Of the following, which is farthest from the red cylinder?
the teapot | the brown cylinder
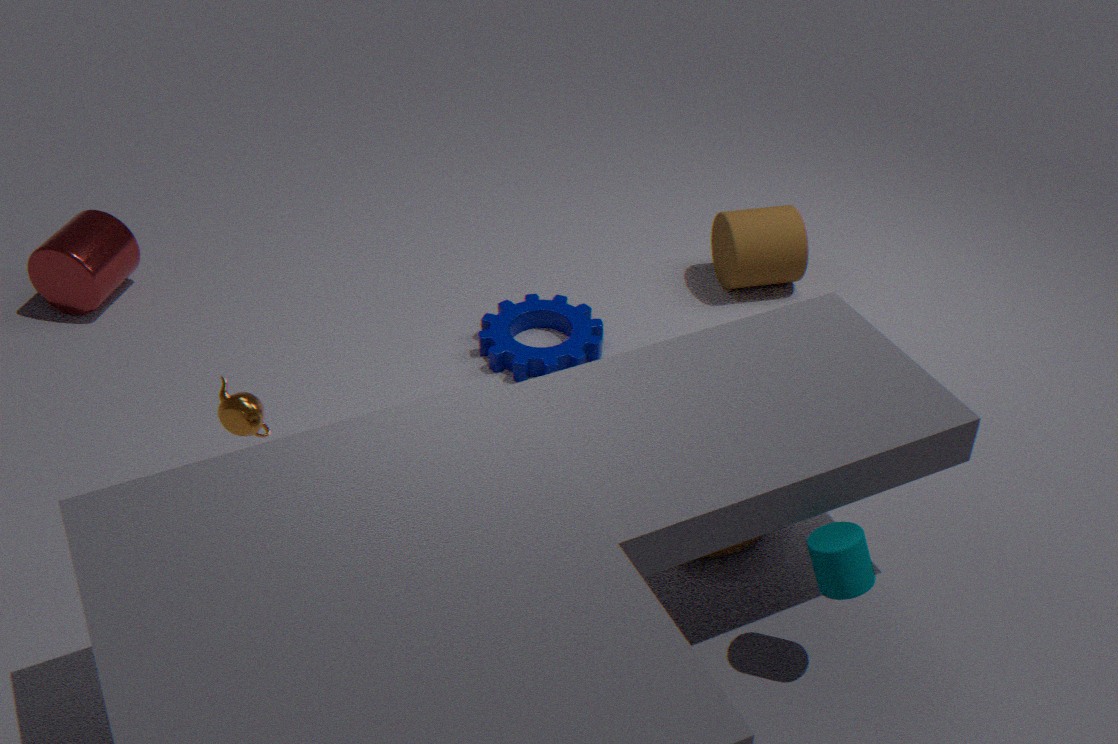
the brown cylinder
